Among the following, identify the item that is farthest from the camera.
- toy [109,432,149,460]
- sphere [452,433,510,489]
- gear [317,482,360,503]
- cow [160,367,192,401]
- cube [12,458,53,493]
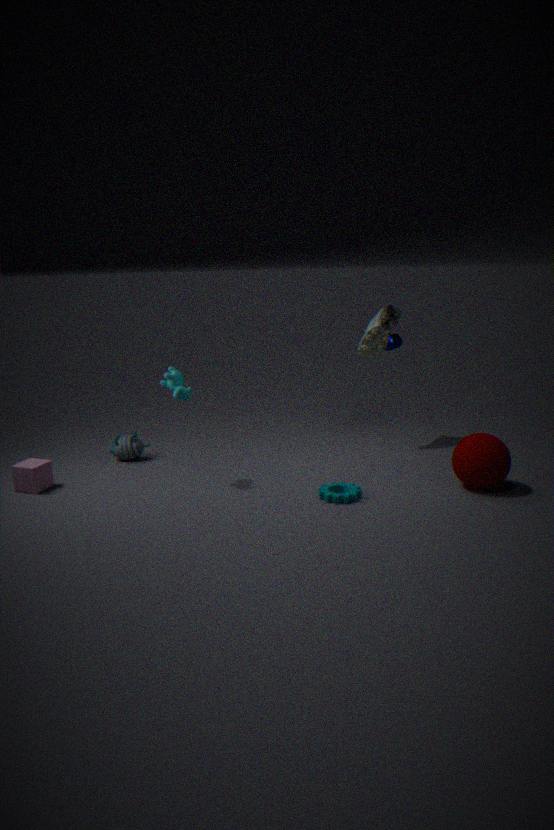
toy [109,432,149,460]
